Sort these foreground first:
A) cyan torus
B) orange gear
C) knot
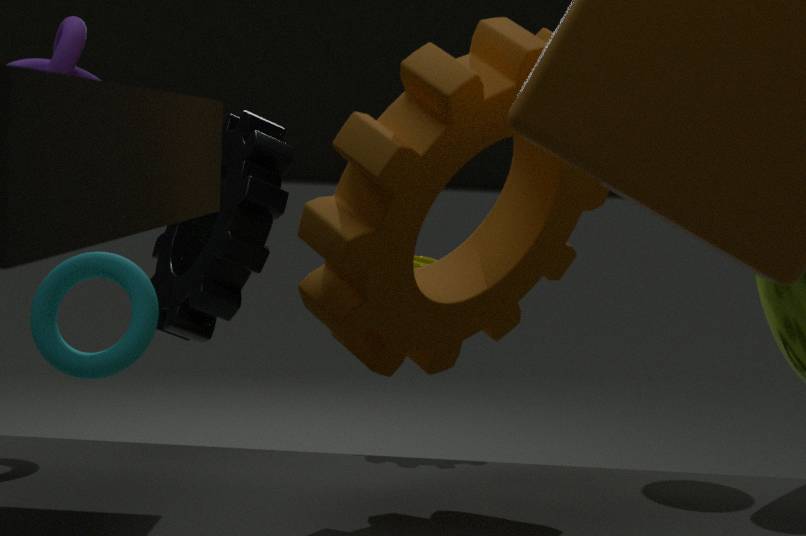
1. B. orange gear
2. C. knot
3. A. cyan torus
